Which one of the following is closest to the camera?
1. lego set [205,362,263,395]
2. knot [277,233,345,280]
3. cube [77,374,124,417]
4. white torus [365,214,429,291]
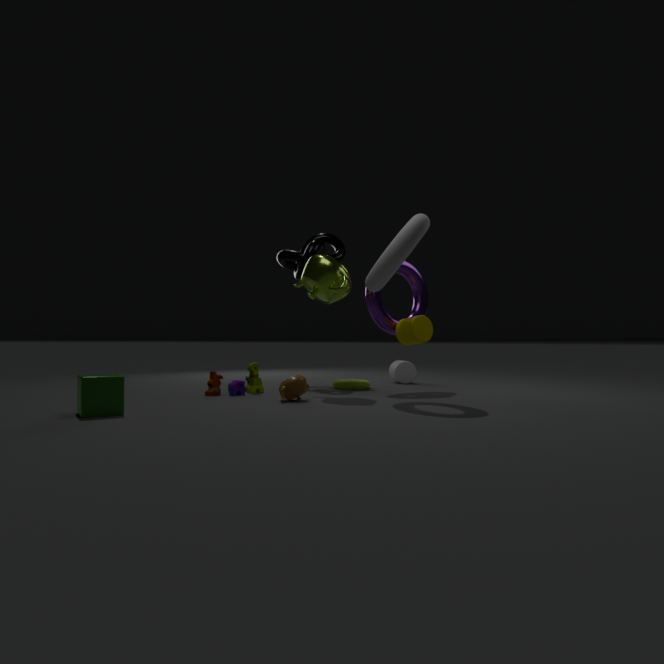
cube [77,374,124,417]
